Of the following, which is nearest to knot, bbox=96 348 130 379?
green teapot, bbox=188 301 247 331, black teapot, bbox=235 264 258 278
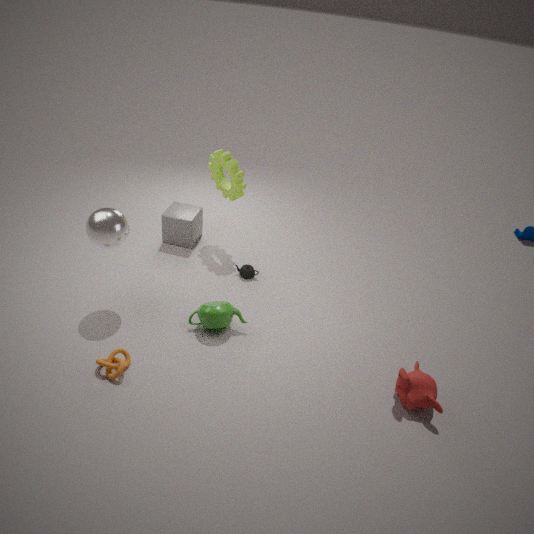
green teapot, bbox=188 301 247 331
